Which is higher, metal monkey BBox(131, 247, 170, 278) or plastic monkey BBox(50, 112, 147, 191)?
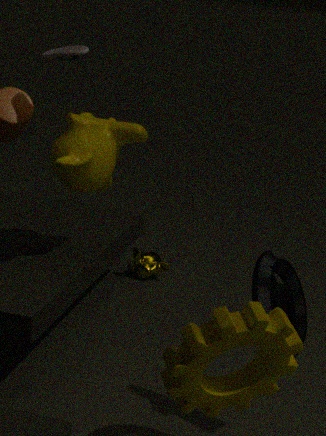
plastic monkey BBox(50, 112, 147, 191)
